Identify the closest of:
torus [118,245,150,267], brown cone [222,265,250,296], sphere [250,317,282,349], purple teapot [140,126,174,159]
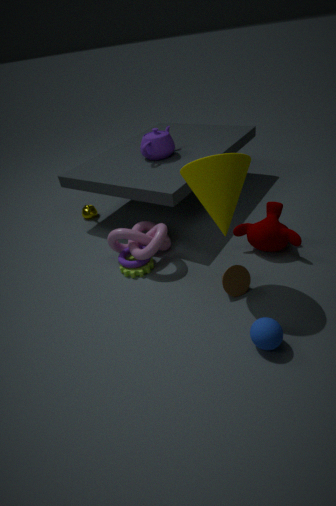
sphere [250,317,282,349]
